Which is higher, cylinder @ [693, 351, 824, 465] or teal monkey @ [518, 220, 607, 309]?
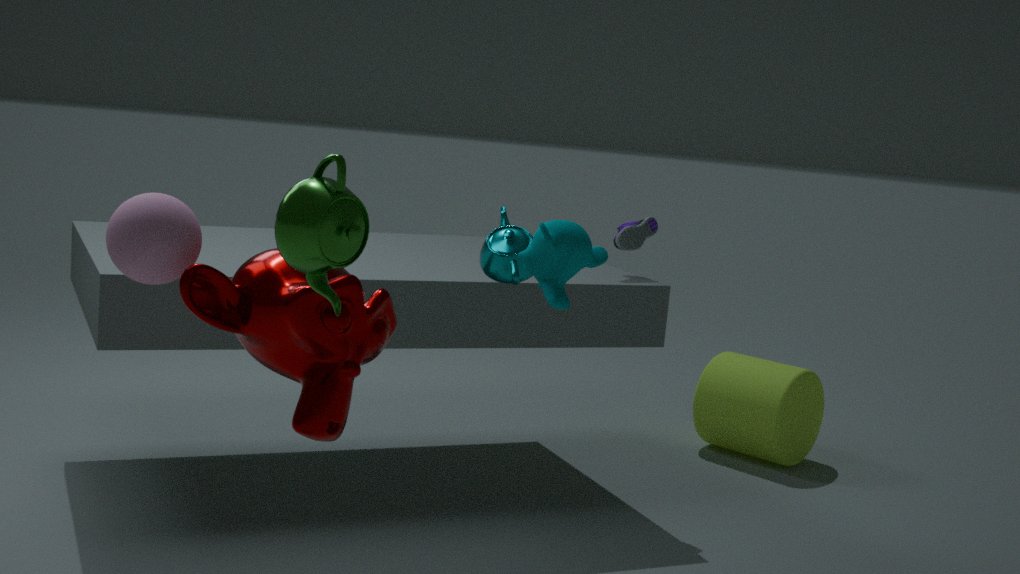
teal monkey @ [518, 220, 607, 309]
